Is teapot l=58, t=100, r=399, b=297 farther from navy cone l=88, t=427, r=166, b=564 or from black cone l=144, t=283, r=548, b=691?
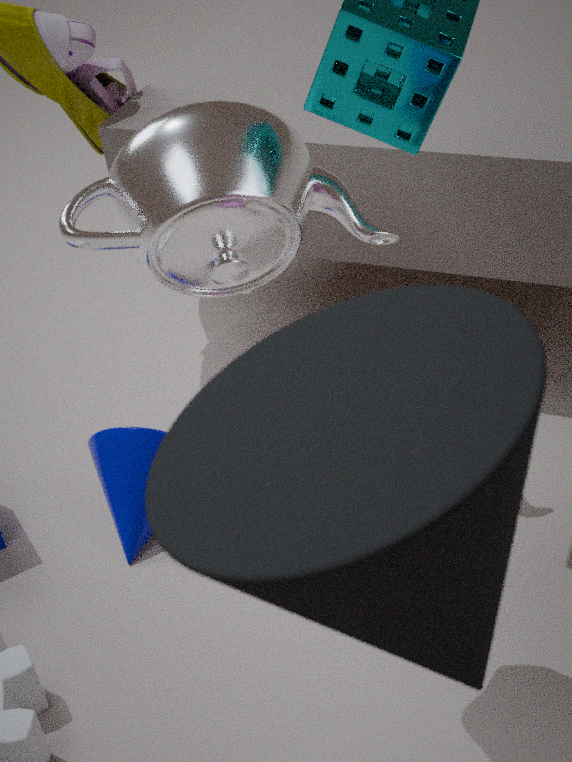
black cone l=144, t=283, r=548, b=691
